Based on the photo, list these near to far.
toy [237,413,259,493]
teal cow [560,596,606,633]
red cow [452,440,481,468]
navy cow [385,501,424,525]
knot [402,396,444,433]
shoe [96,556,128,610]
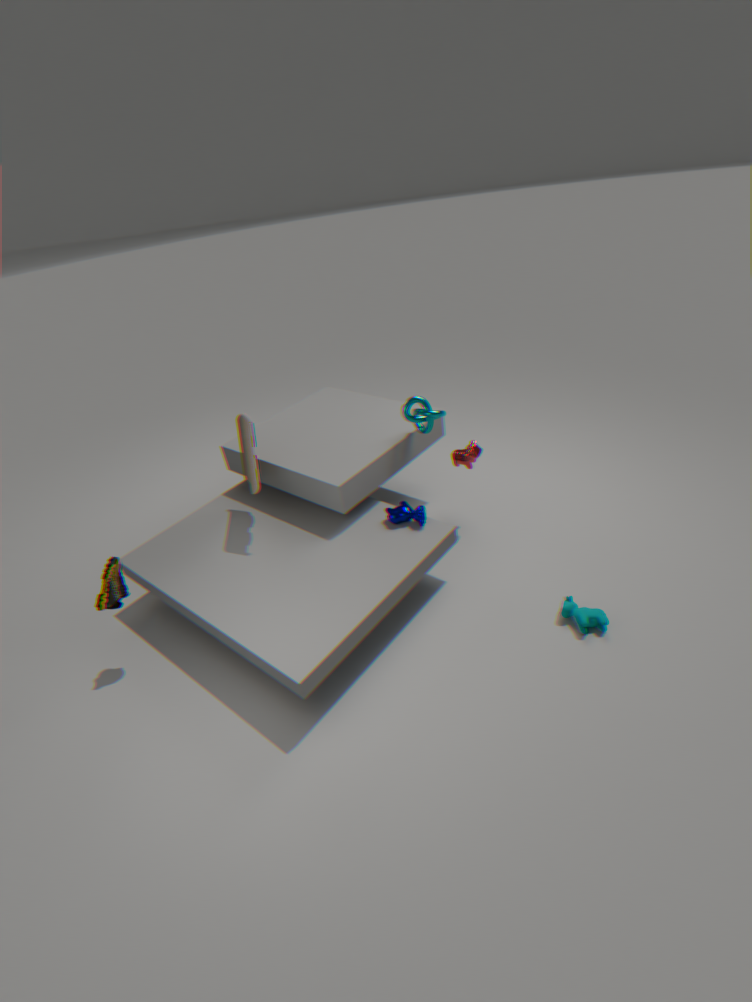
teal cow [560,596,606,633] → shoe [96,556,128,610] → toy [237,413,259,493] → navy cow [385,501,424,525] → knot [402,396,444,433] → red cow [452,440,481,468]
